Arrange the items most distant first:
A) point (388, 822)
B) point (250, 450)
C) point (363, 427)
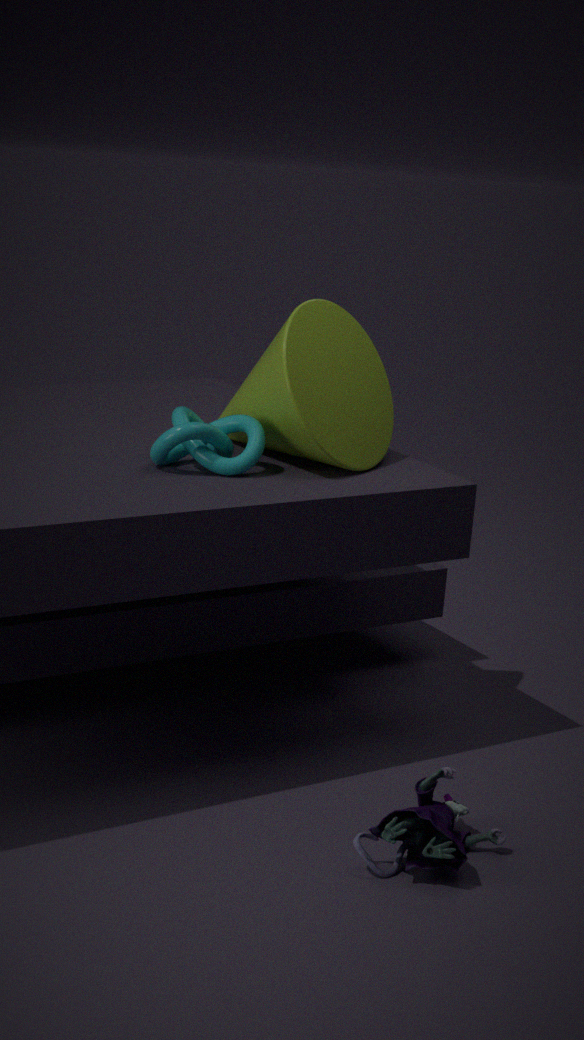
point (363, 427) → point (250, 450) → point (388, 822)
